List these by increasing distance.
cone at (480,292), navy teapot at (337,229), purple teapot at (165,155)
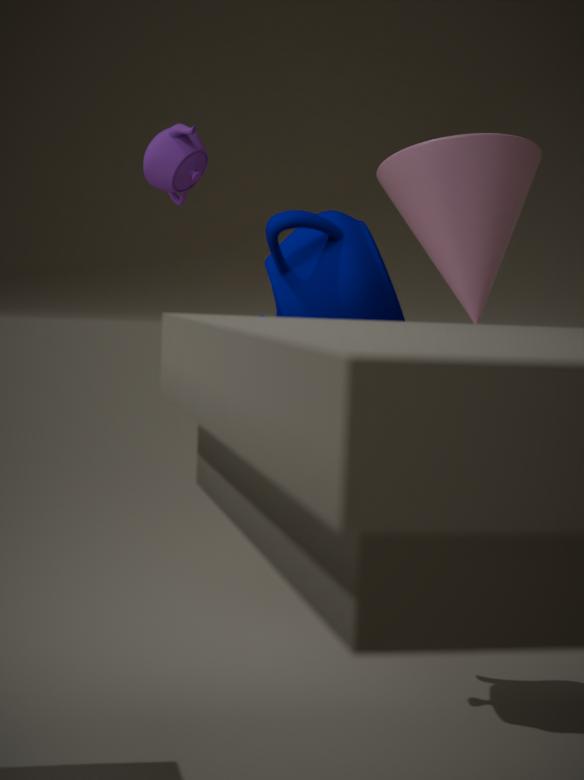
navy teapot at (337,229) < purple teapot at (165,155) < cone at (480,292)
